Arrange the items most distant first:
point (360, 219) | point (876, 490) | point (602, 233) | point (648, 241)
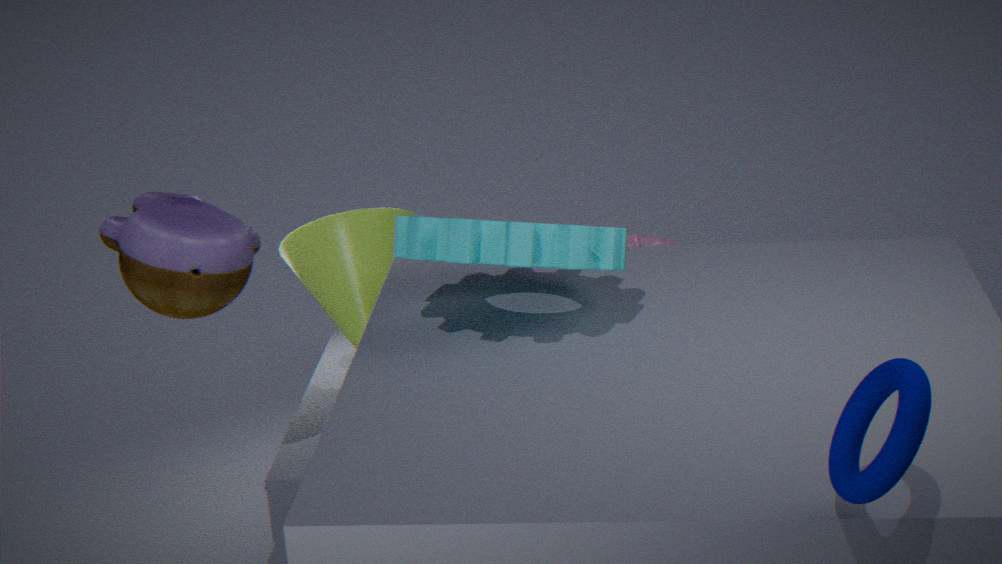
point (648, 241) < point (360, 219) < point (602, 233) < point (876, 490)
